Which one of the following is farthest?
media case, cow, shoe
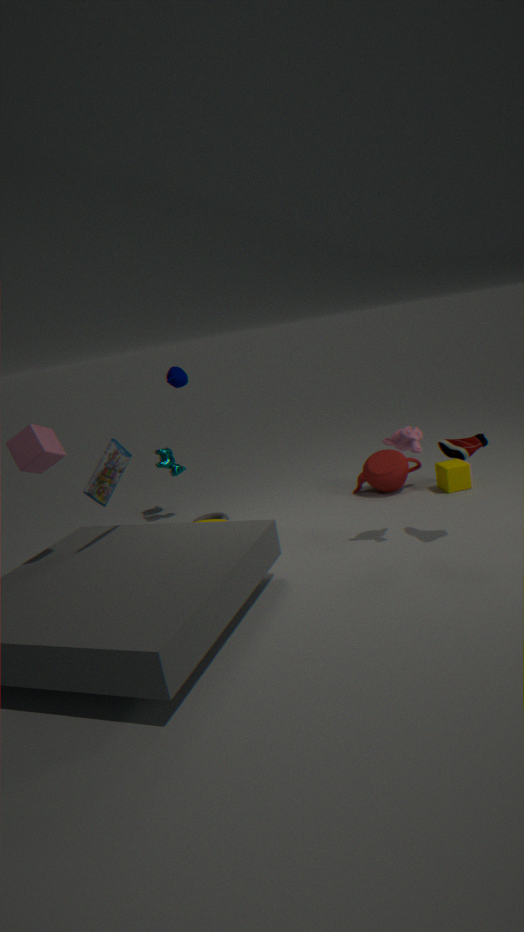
cow
